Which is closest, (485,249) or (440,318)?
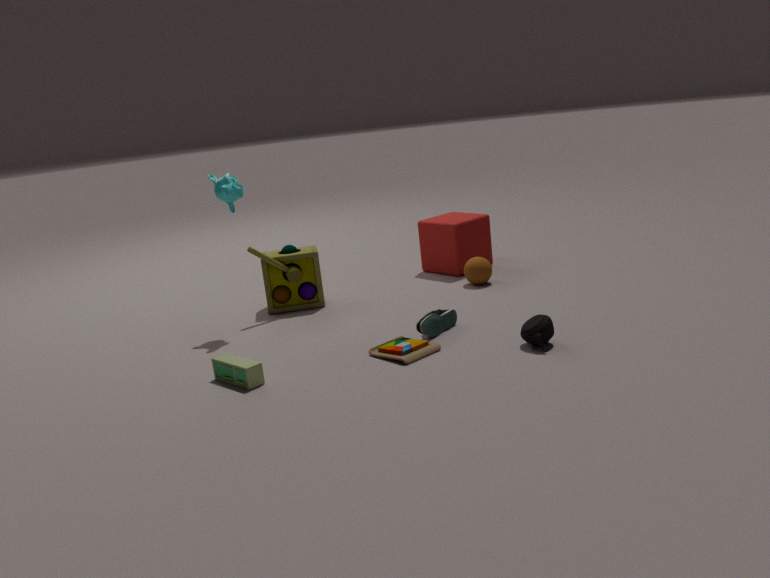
(440,318)
